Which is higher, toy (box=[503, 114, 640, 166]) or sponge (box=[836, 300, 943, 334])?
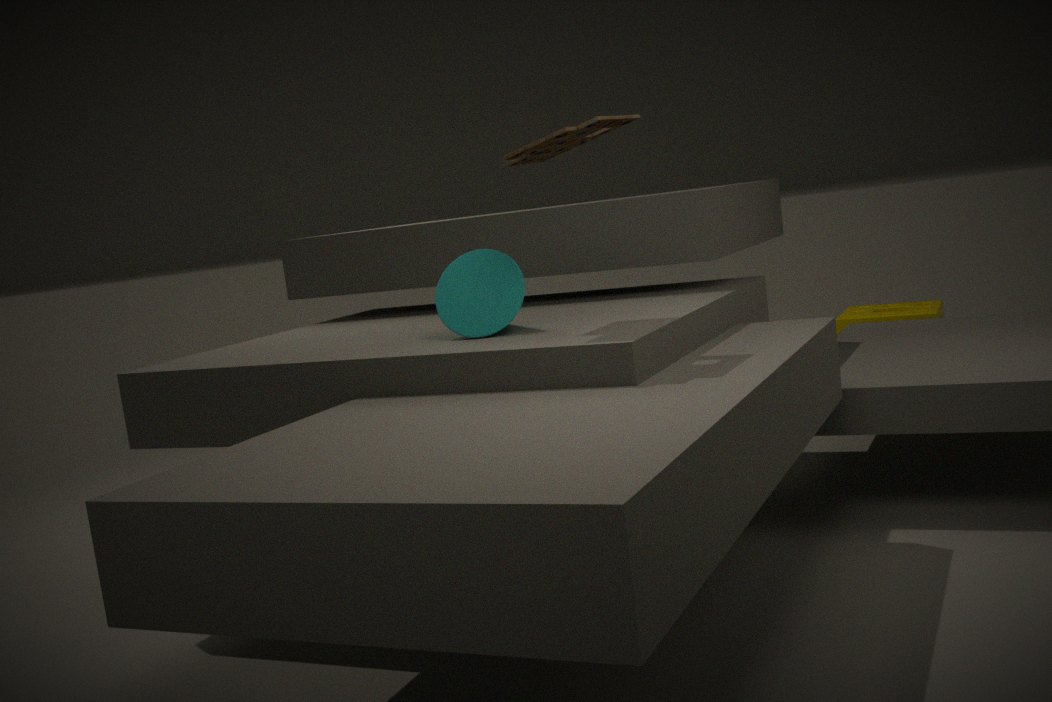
toy (box=[503, 114, 640, 166])
